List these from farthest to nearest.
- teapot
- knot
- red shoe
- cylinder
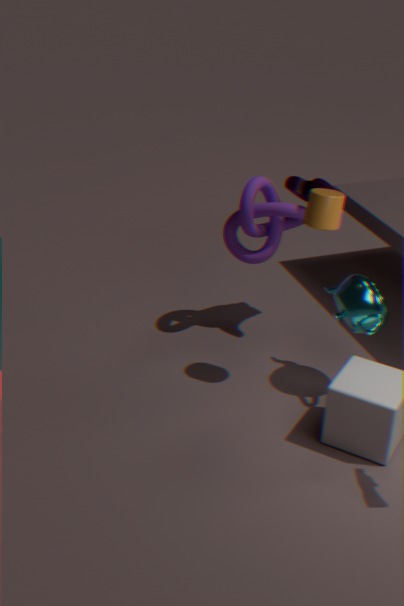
knot → red shoe → teapot → cylinder
